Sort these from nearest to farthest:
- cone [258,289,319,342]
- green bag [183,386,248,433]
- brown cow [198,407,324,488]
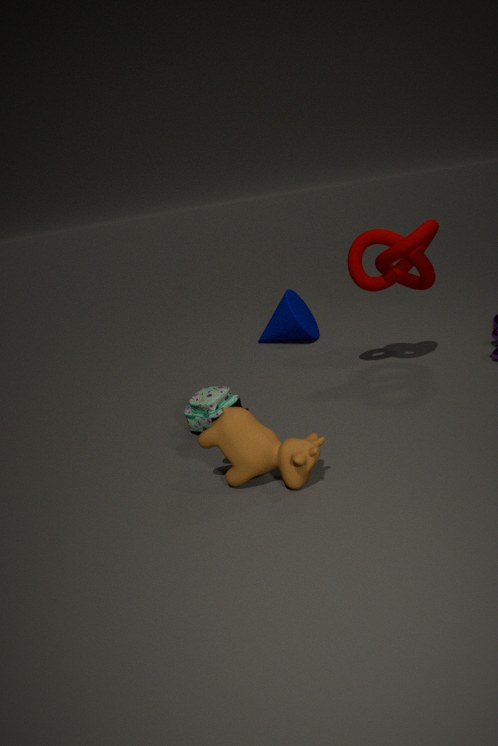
brown cow [198,407,324,488]
green bag [183,386,248,433]
cone [258,289,319,342]
